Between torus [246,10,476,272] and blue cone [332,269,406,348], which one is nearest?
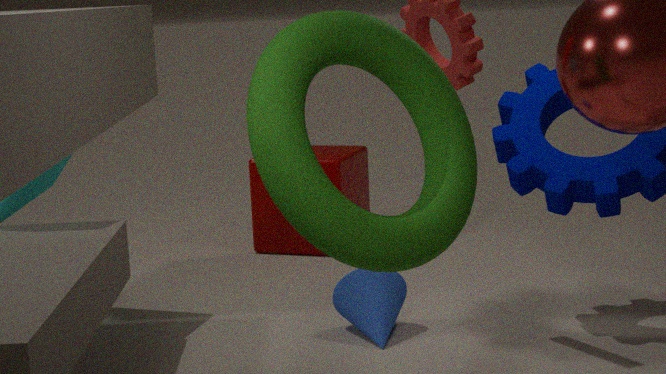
torus [246,10,476,272]
